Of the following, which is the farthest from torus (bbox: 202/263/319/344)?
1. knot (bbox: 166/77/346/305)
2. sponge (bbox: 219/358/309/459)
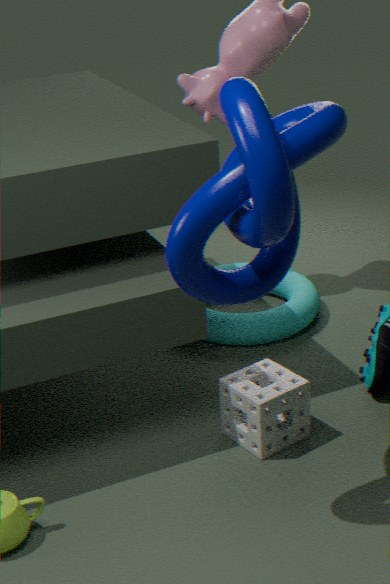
knot (bbox: 166/77/346/305)
